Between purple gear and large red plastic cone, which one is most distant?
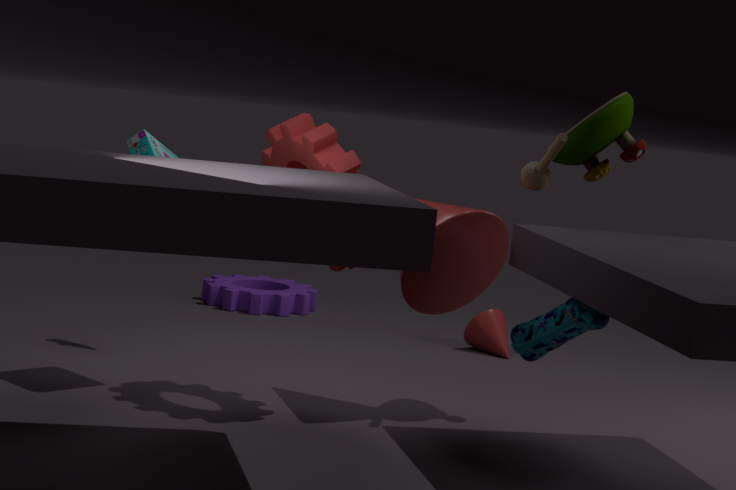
purple gear
